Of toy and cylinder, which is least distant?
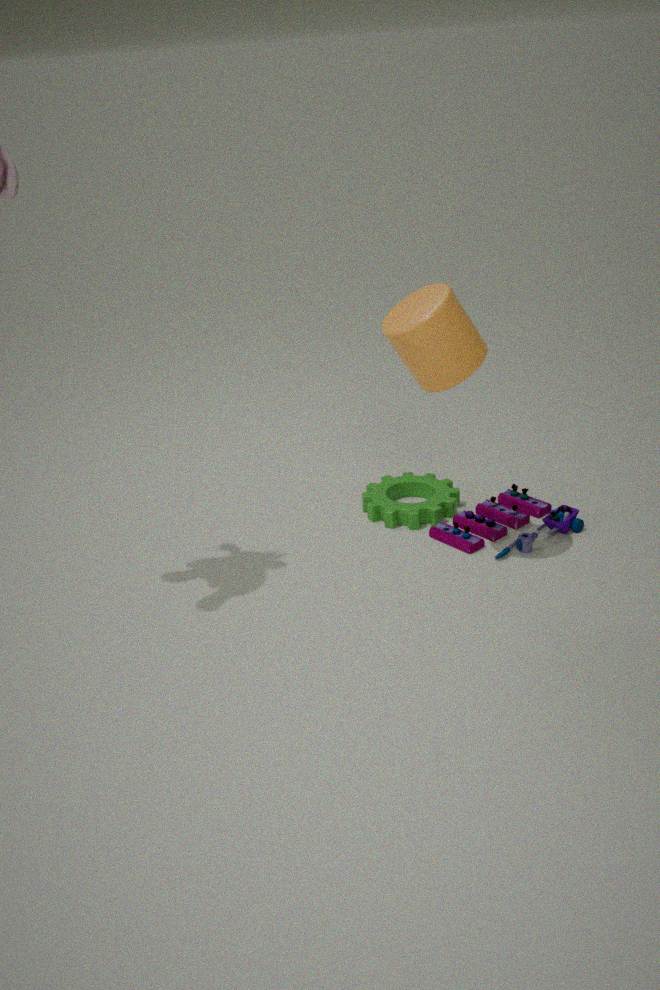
cylinder
